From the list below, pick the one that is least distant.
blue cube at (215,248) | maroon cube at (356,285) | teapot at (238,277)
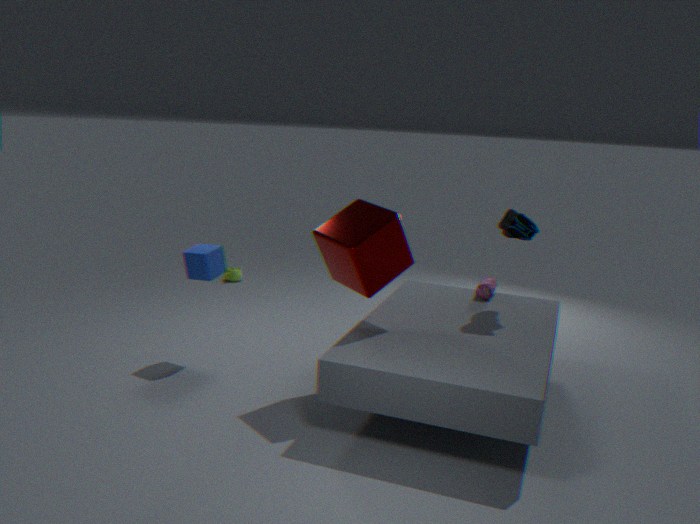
maroon cube at (356,285)
